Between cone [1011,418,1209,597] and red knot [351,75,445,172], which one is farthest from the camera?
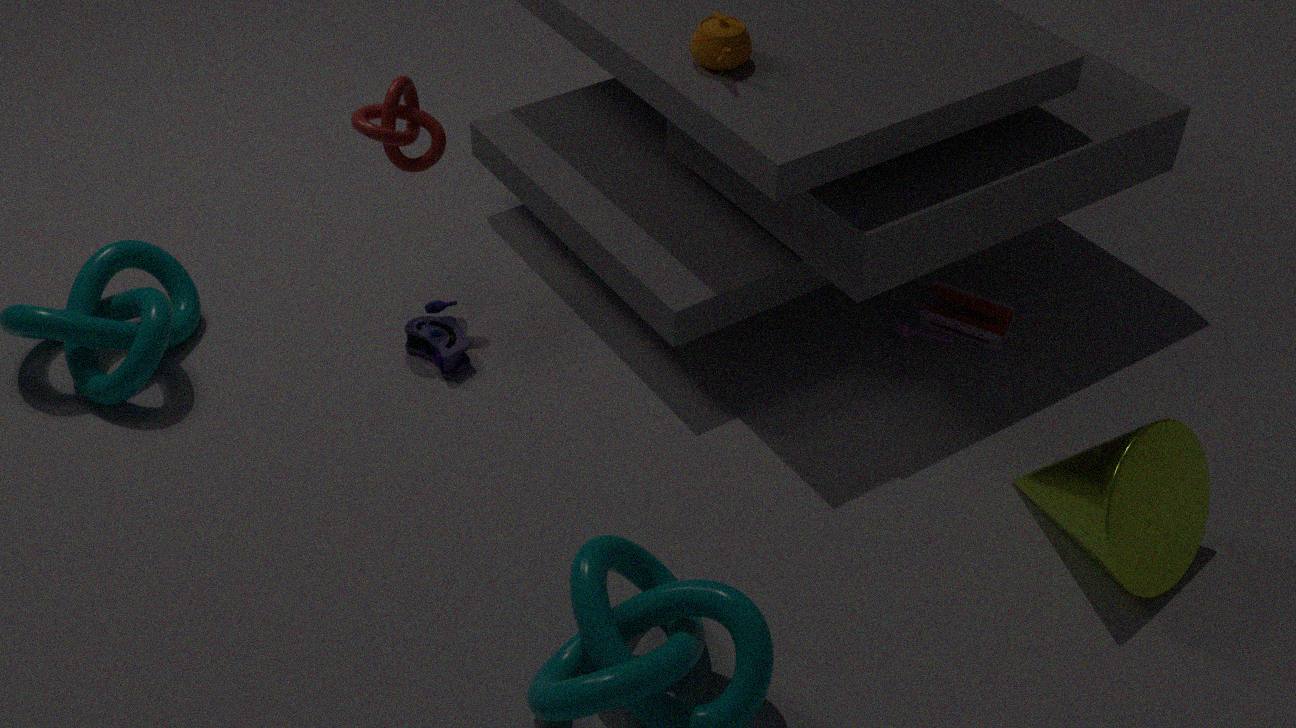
red knot [351,75,445,172]
